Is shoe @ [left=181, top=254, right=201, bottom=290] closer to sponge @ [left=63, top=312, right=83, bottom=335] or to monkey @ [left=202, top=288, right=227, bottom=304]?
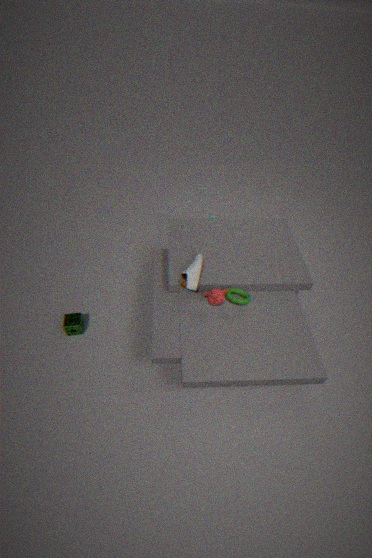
monkey @ [left=202, top=288, right=227, bottom=304]
